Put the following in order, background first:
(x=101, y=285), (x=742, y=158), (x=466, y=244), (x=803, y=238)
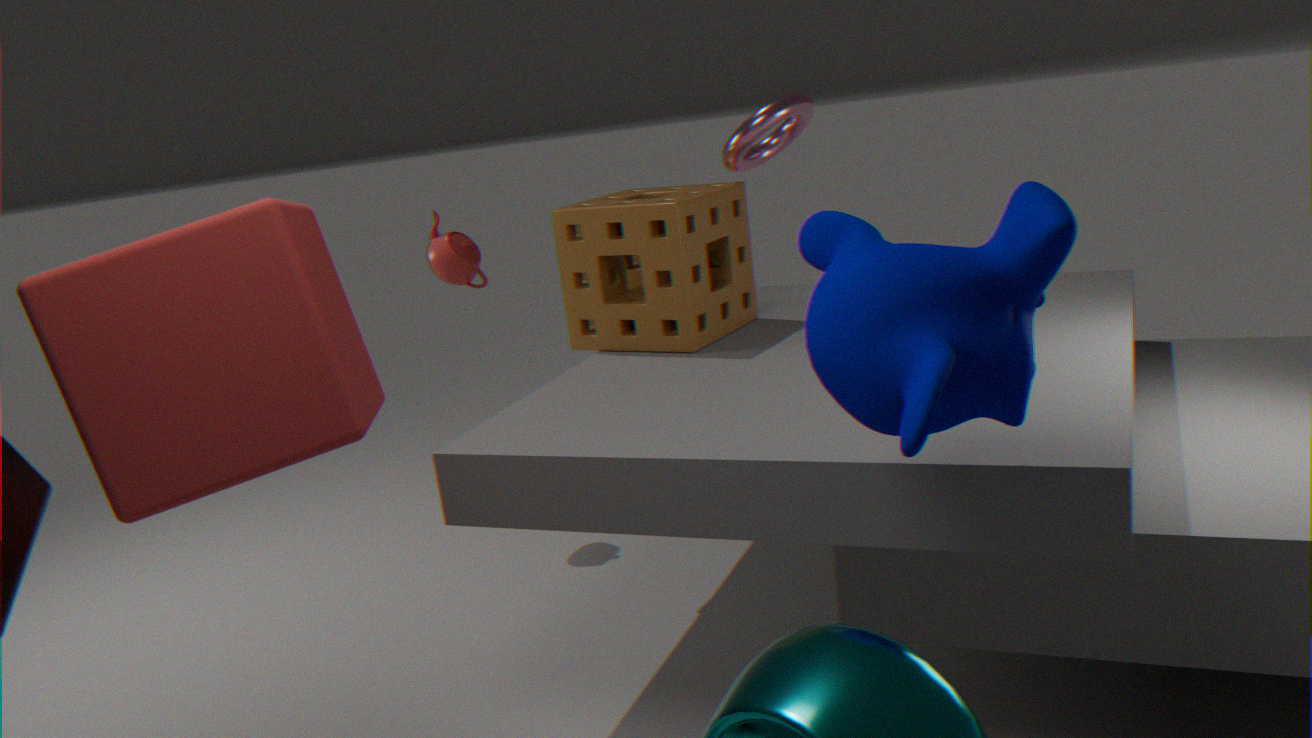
(x=466, y=244) < (x=742, y=158) < (x=803, y=238) < (x=101, y=285)
